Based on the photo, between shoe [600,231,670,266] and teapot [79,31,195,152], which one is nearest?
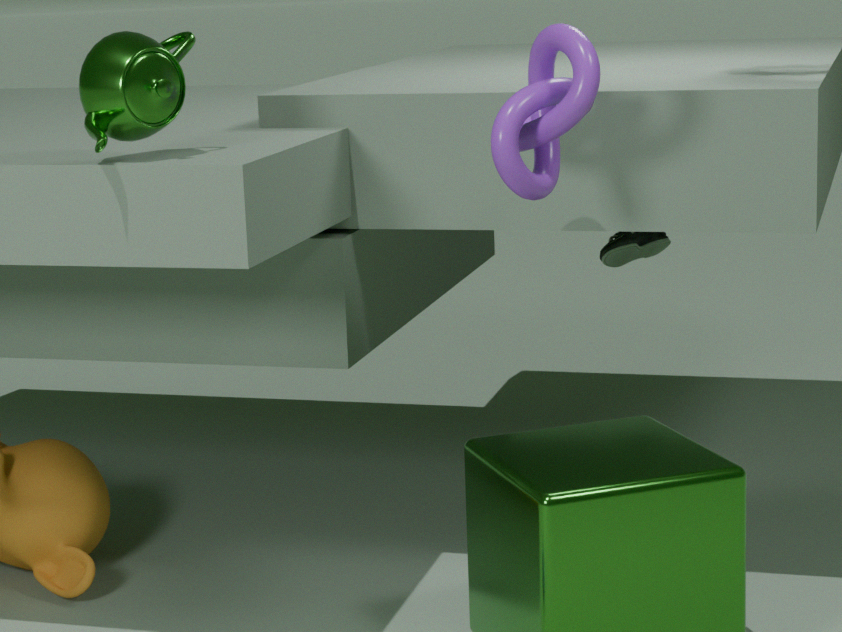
teapot [79,31,195,152]
